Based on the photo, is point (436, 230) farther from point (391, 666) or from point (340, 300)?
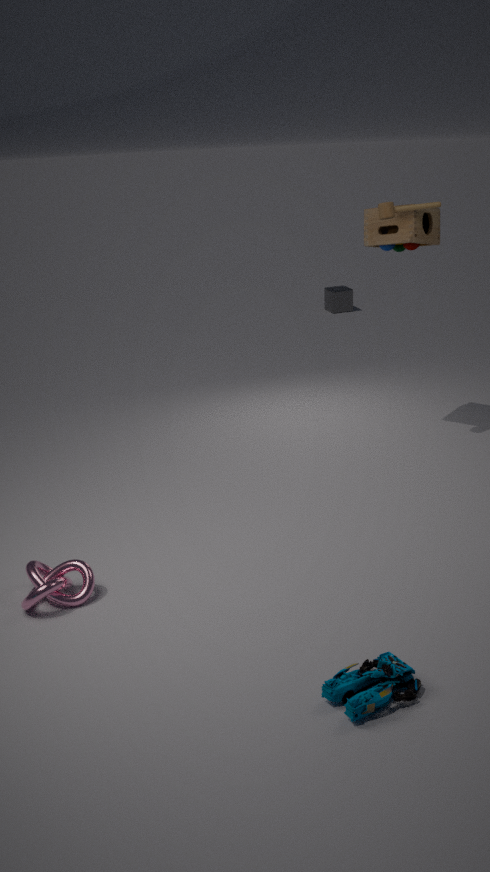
point (340, 300)
